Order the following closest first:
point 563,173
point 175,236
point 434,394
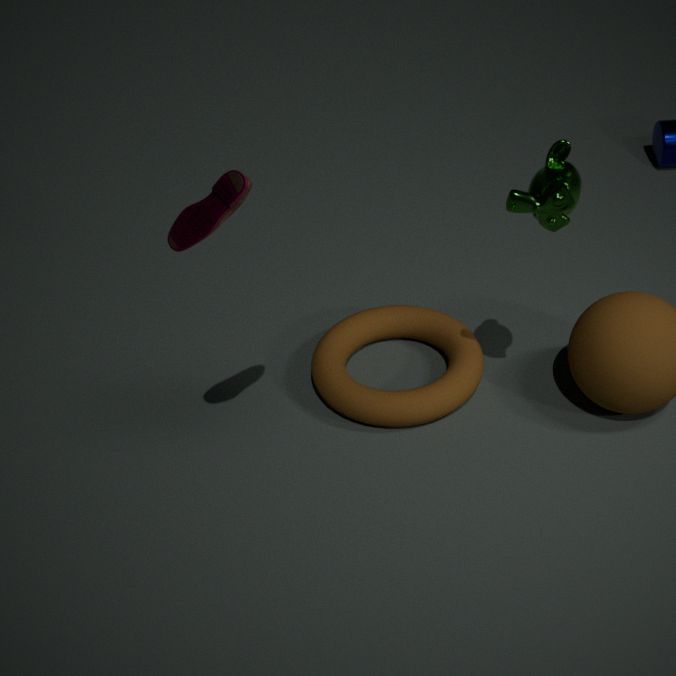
1. point 175,236
2. point 563,173
3. point 434,394
